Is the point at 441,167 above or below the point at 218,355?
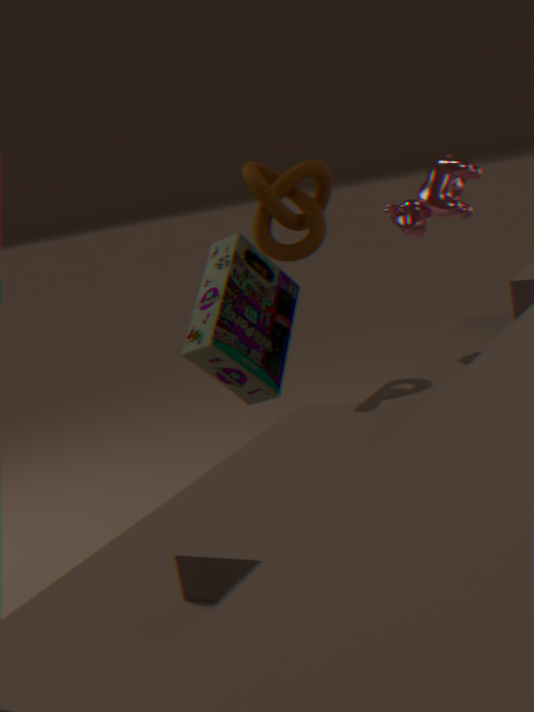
above
